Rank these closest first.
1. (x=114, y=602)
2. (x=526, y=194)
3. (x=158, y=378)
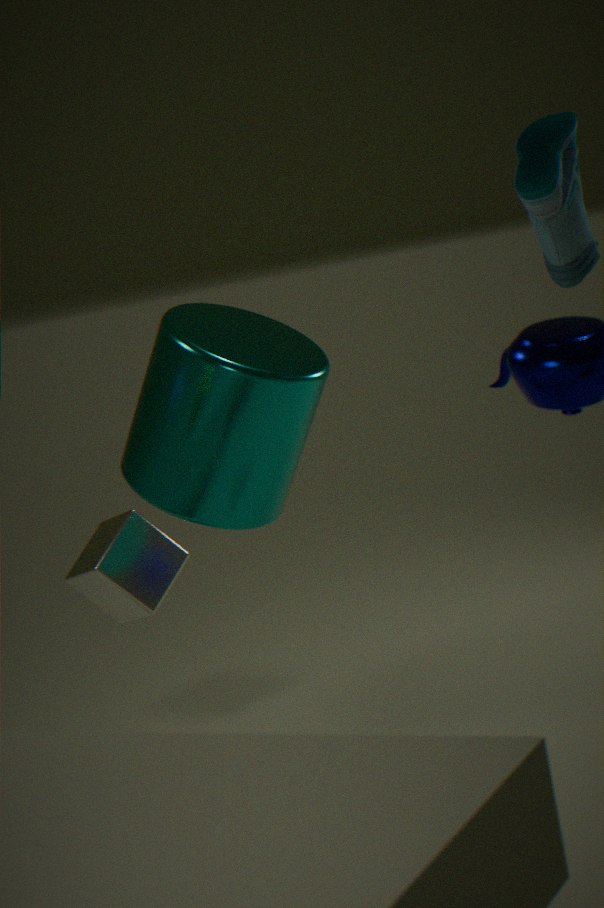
(x=526, y=194)
(x=158, y=378)
(x=114, y=602)
